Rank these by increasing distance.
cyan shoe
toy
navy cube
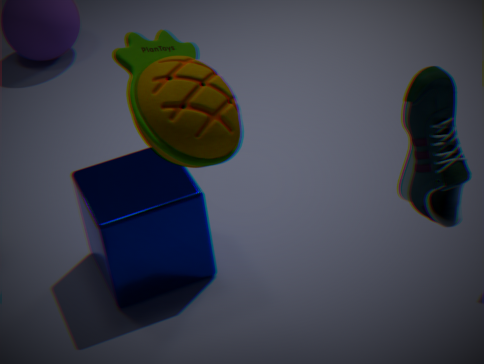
cyan shoe → toy → navy cube
